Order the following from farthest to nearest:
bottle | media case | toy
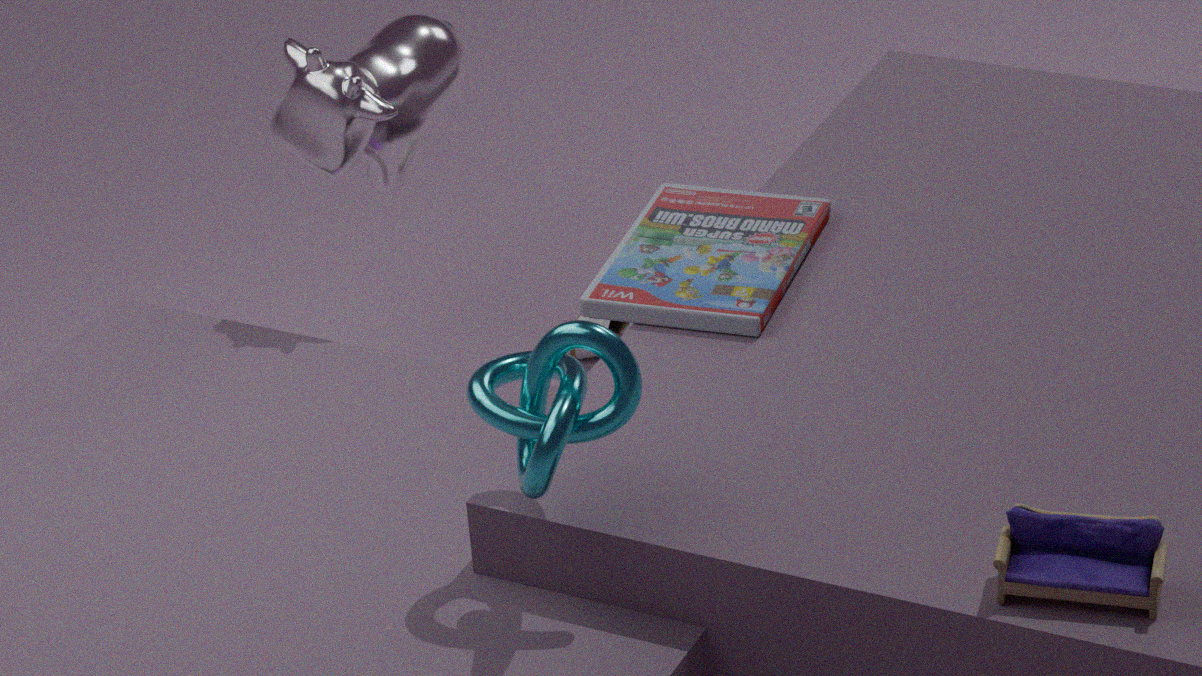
1. bottle
2. media case
3. toy
